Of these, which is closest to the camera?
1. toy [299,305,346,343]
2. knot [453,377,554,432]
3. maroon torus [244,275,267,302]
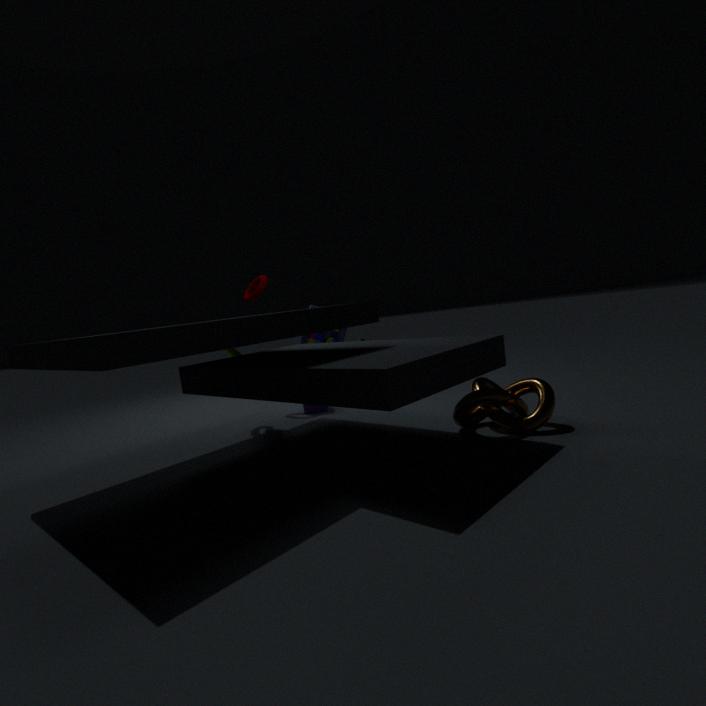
knot [453,377,554,432]
